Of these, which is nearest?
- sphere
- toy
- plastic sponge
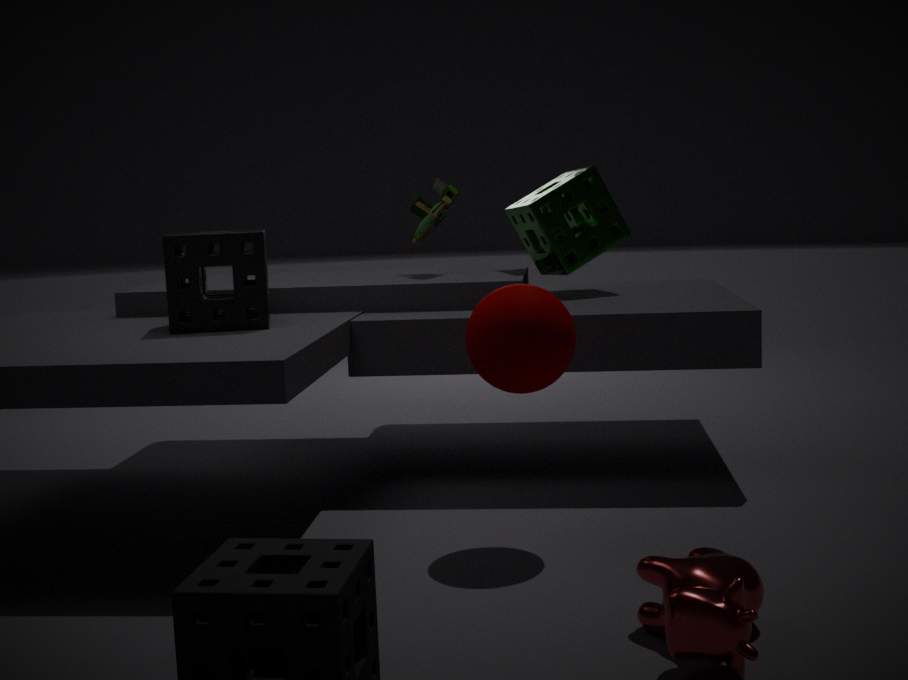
sphere
